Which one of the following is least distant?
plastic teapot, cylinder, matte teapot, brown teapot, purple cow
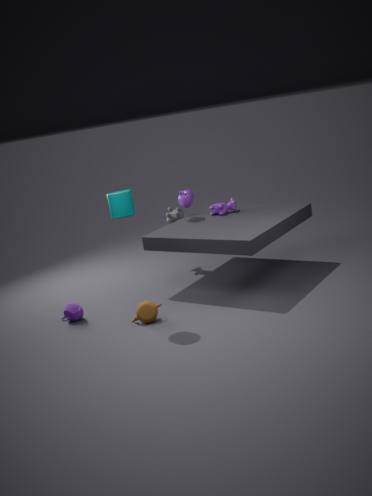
cylinder
